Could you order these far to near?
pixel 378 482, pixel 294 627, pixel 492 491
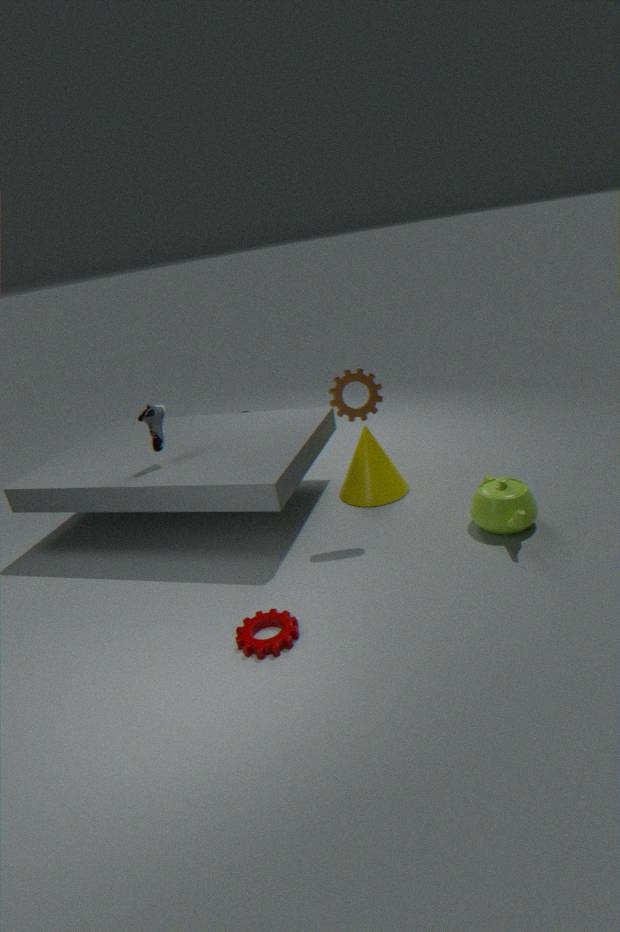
pixel 378 482
pixel 492 491
pixel 294 627
